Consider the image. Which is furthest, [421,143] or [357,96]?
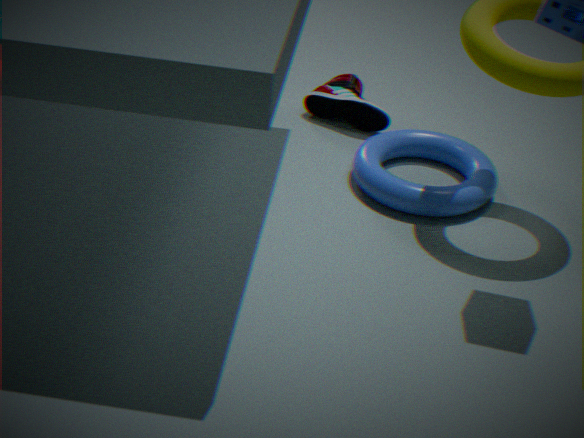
[357,96]
